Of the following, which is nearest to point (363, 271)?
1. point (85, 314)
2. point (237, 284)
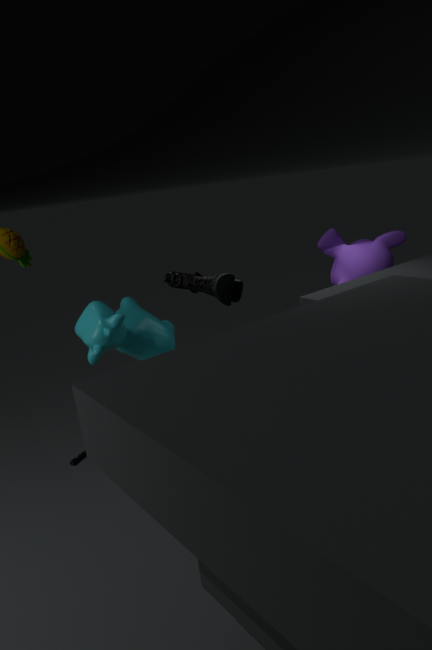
point (237, 284)
